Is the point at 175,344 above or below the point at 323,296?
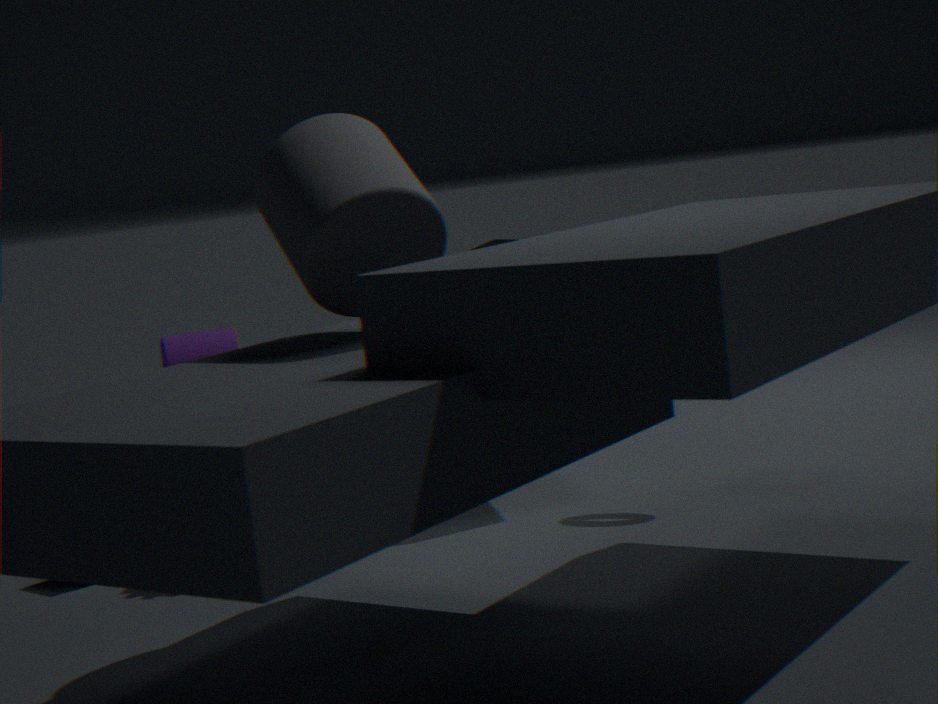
below
